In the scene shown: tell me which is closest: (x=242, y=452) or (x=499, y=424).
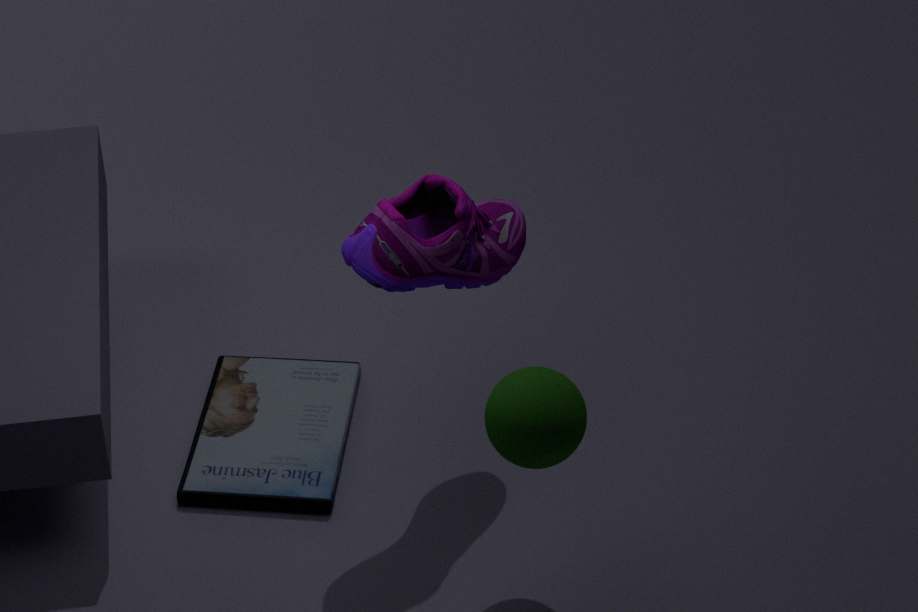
(x=499, y=424)
